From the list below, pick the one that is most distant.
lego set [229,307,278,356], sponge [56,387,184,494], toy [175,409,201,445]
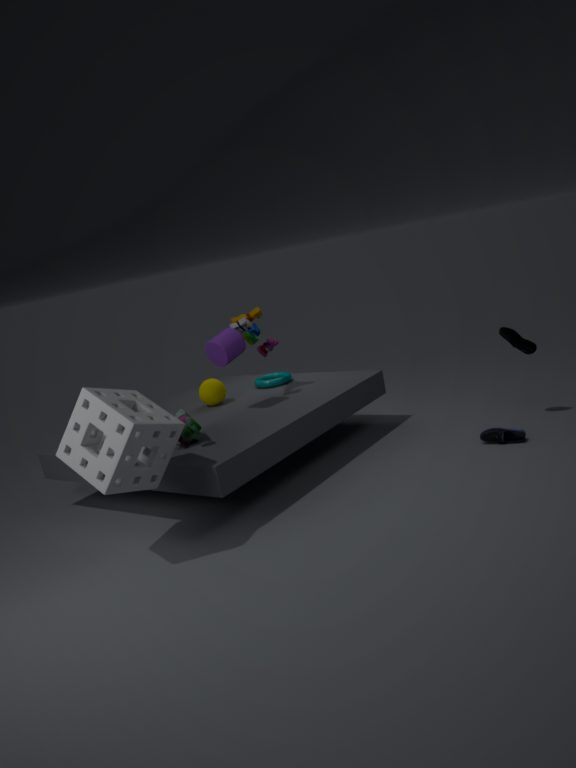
lego set [229,307,278,356]
